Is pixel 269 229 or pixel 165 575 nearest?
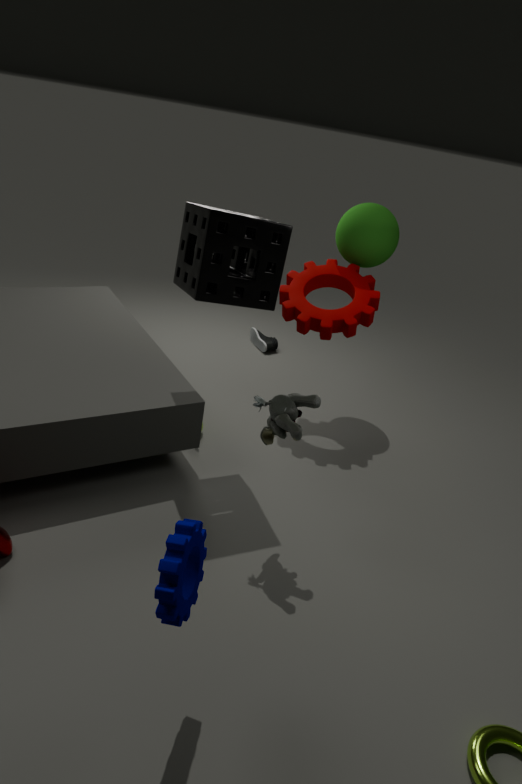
pixel 165 575
